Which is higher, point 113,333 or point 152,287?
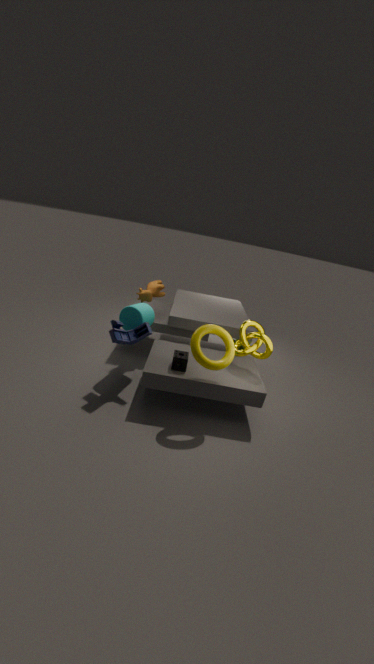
point 152,287
